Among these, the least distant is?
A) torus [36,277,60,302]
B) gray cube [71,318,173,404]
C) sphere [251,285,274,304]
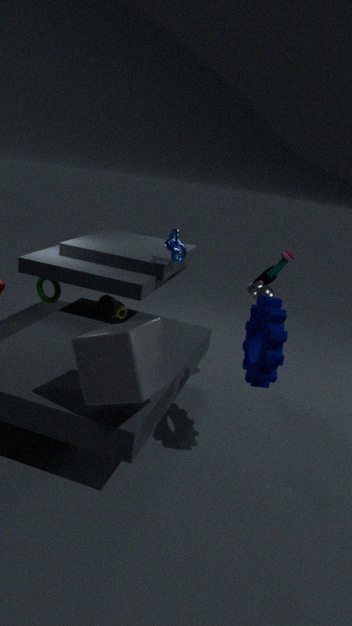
B. gray cube [71,318,173,404]
